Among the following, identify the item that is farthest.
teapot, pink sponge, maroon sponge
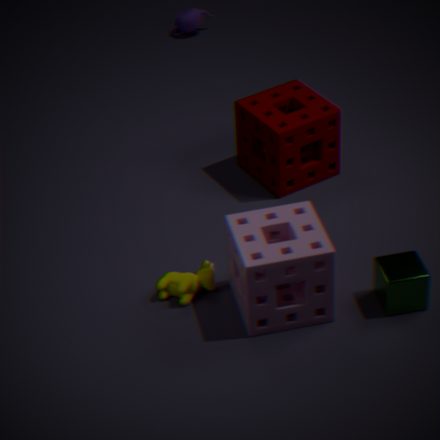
teapot
